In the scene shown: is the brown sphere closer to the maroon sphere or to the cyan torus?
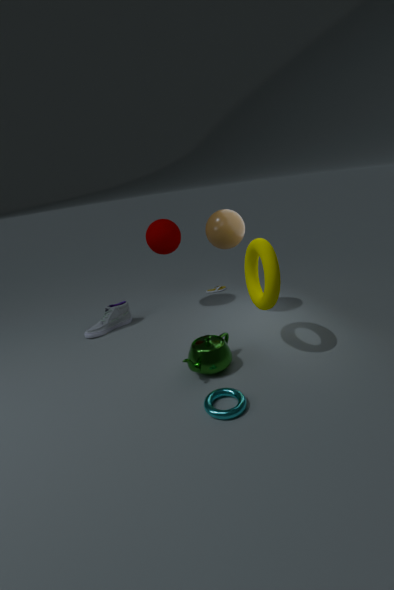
the maroon sphere
